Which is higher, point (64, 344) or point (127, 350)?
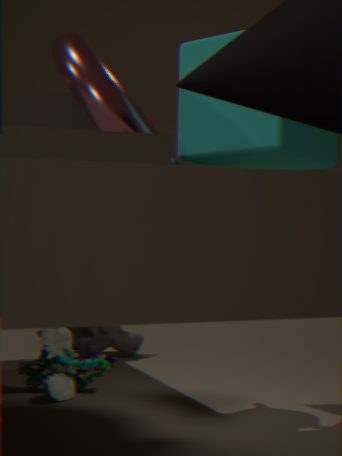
point (127, 350)
